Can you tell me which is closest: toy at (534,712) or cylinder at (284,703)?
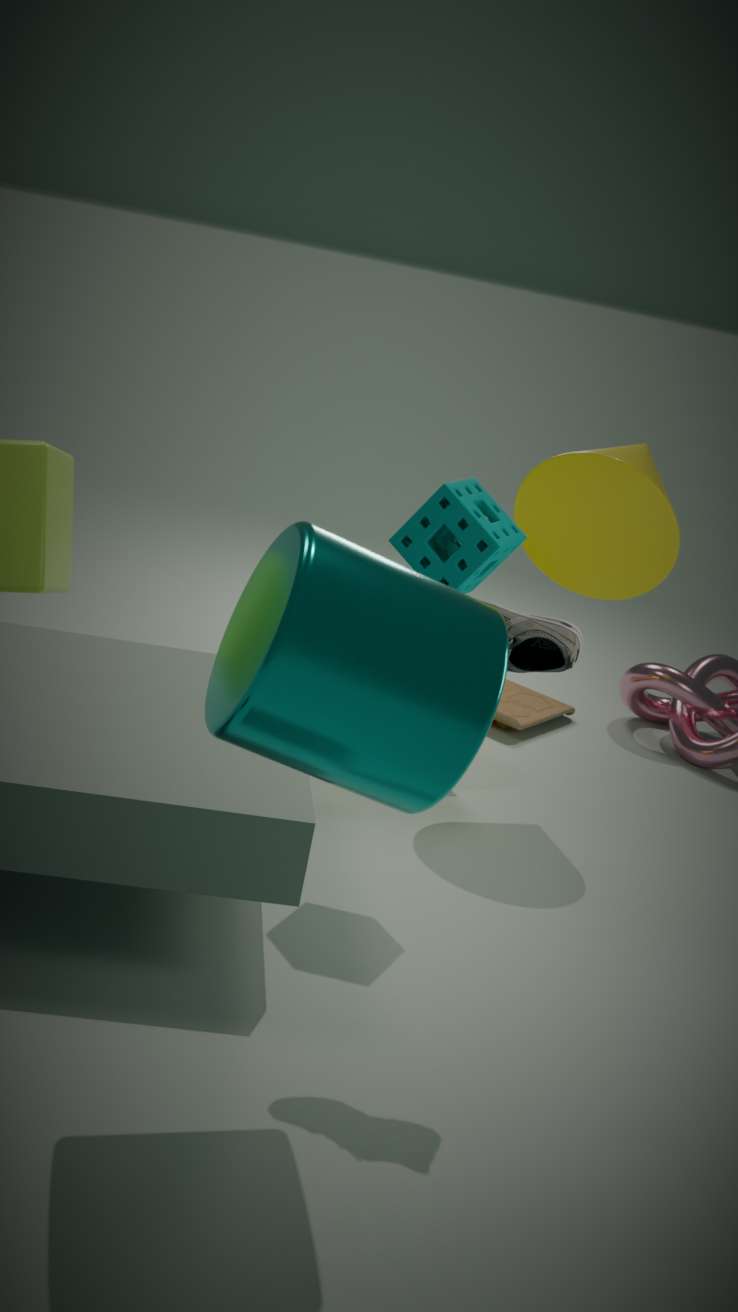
cylinder at (284,703)
